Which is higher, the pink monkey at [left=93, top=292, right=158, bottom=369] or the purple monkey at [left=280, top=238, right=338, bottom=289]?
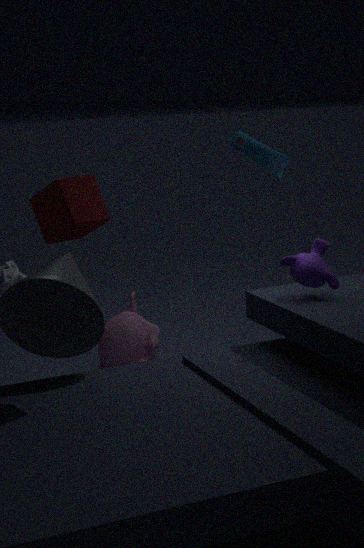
the purple monkey at [left=280, top=238, right=338, bottom=289]
